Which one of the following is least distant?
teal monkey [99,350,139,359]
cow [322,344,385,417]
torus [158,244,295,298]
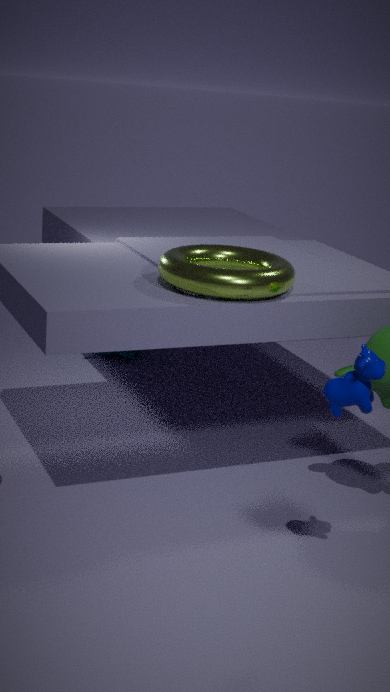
cow [322,344,385,417]
